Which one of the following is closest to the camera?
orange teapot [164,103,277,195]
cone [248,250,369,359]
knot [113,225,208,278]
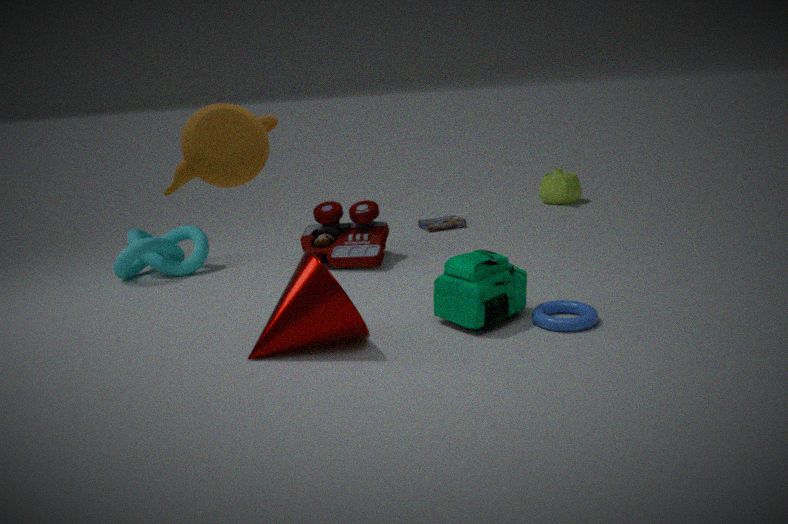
orange teapot [164,103,277,195]
